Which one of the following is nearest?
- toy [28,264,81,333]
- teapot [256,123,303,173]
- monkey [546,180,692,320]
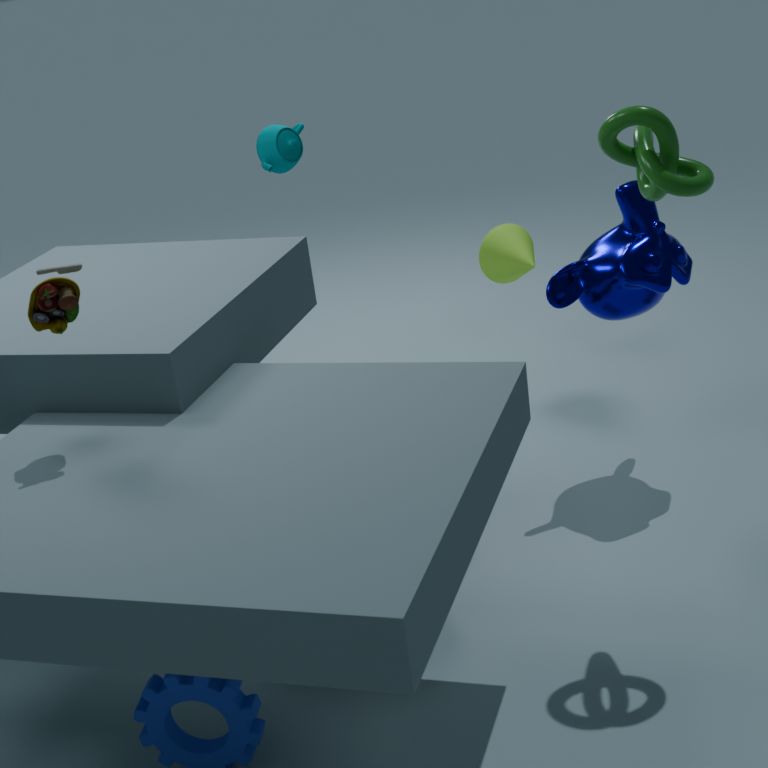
toy [28,264,81,333]
